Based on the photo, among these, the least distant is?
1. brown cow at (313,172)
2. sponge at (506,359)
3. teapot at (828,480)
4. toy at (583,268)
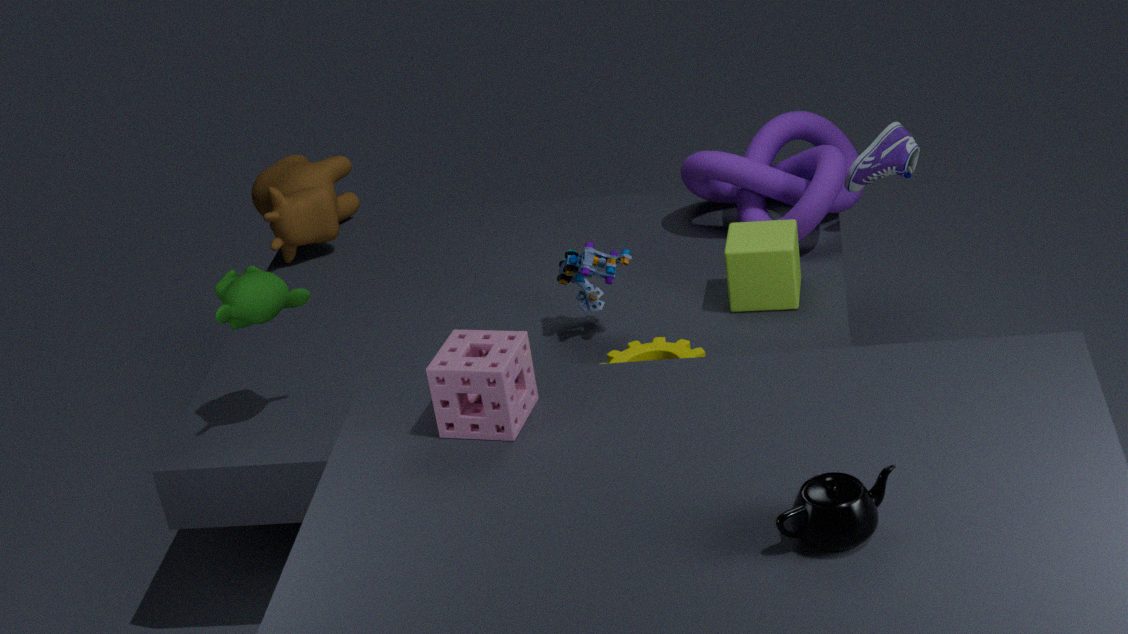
teapot at (828,480)
